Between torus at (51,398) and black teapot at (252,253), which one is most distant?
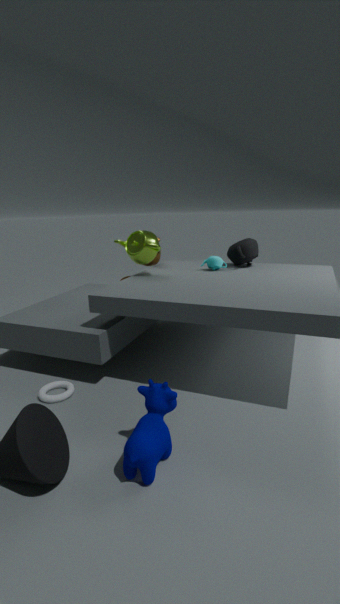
black teapot at (252,253)
